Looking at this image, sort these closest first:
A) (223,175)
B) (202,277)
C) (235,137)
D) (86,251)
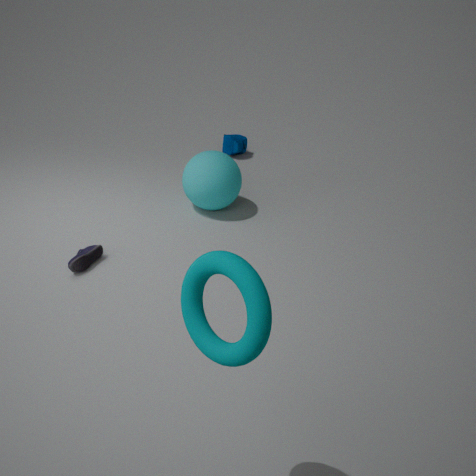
(202,277), (86,251), (223,175), (235,137)
